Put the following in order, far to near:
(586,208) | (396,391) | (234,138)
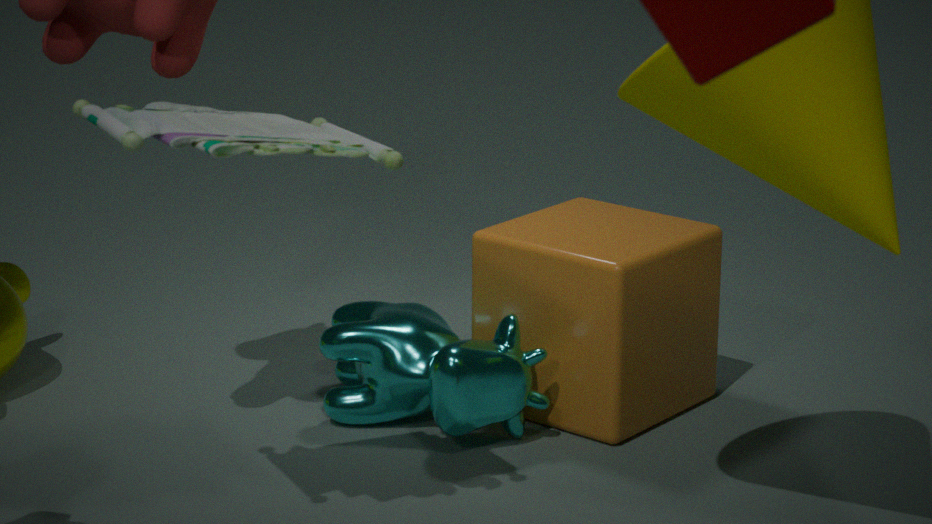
(586,208)
(396,391)
(234,138)
